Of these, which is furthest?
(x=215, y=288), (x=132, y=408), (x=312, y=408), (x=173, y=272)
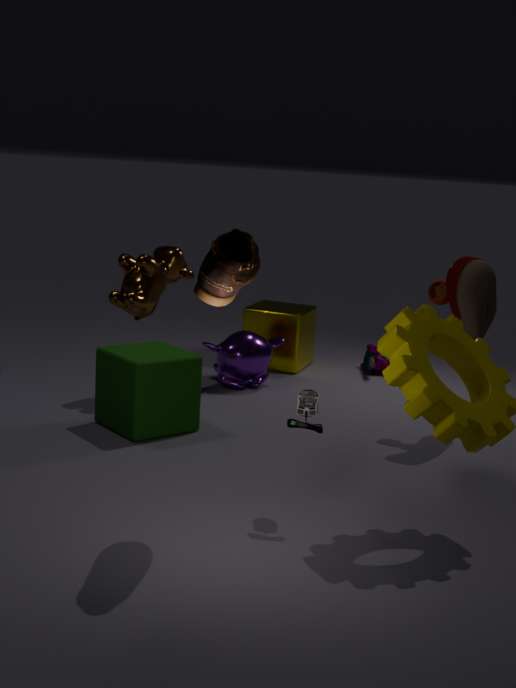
(x=173, y=272)
